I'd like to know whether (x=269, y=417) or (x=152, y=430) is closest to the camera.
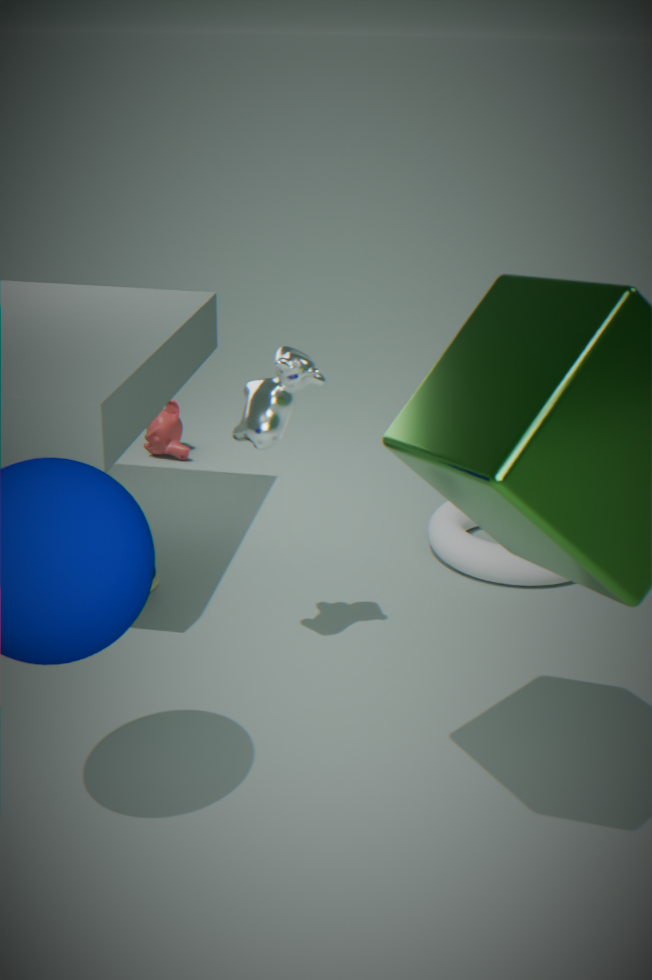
(x=269, y=417)
